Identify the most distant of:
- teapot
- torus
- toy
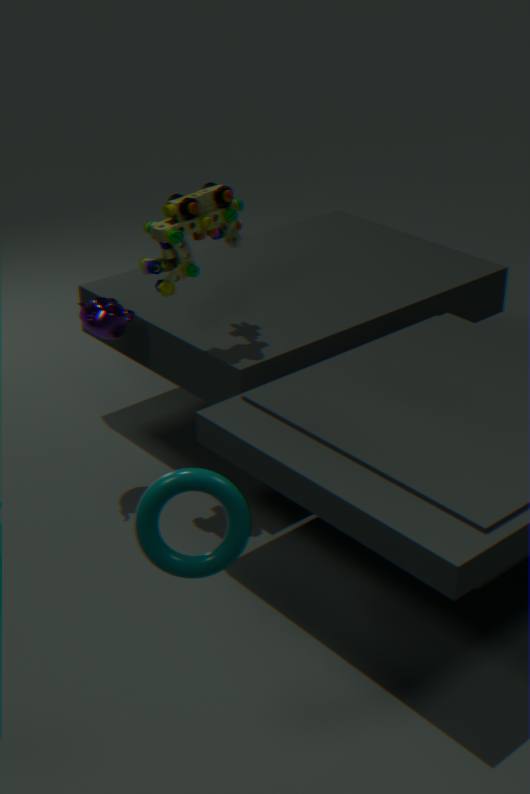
teapot
